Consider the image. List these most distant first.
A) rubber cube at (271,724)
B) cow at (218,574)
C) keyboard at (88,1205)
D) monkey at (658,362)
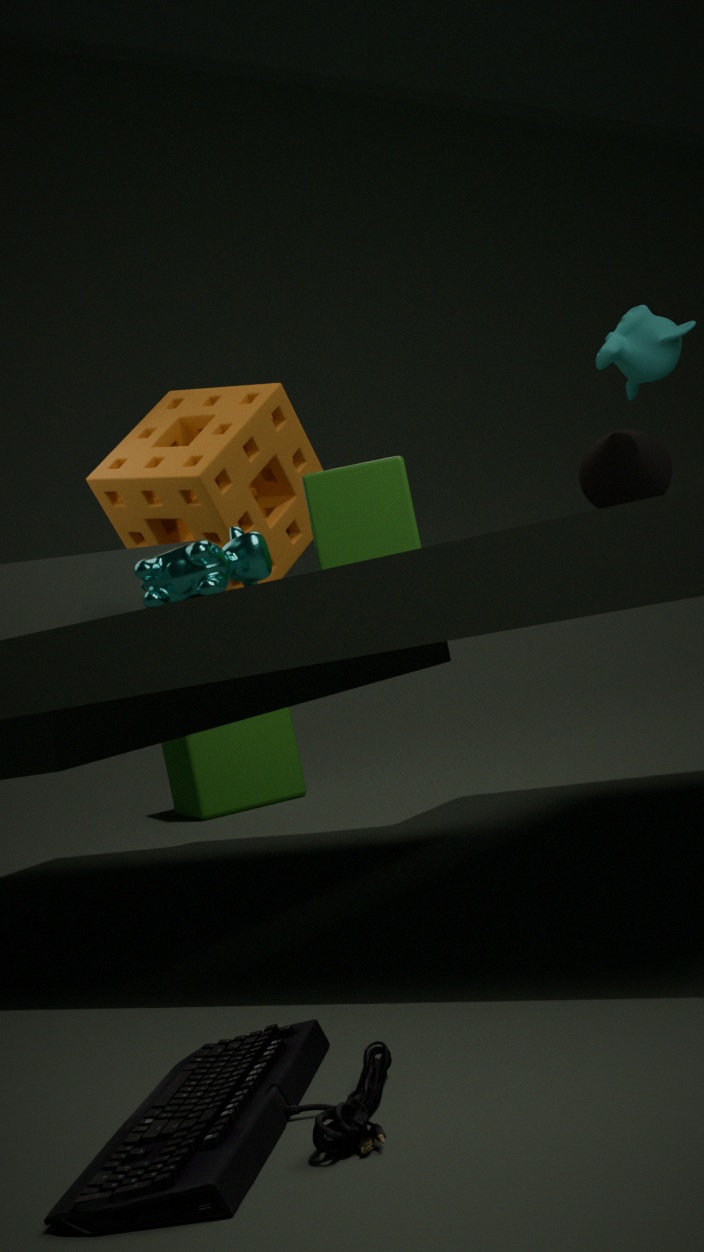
1. rubber cube at (271,724)
2. monkey at (658,362)
3. cow at (218,574)
4. keyboard at (88,1205)
